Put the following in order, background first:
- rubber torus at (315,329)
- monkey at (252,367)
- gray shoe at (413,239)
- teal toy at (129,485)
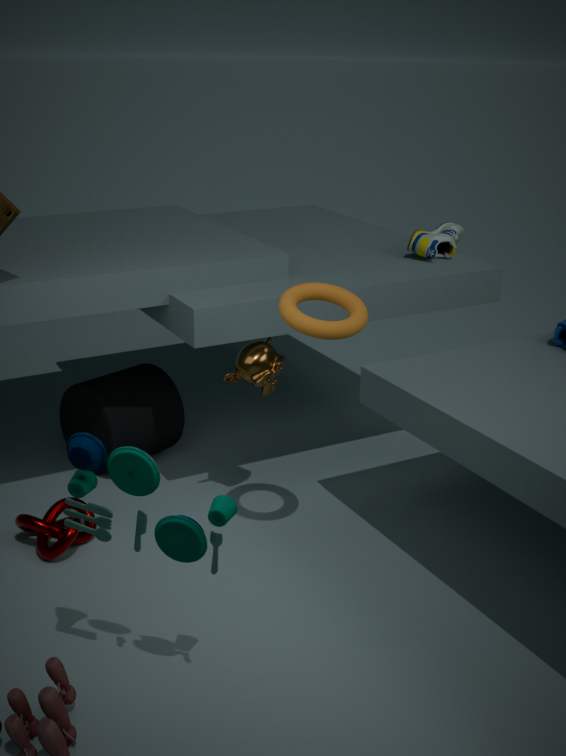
1. gray shoe at (413,239)
2. monkey at (252,367)
3. rubber torus at (315,329)
4. teal toy at (129,485)
